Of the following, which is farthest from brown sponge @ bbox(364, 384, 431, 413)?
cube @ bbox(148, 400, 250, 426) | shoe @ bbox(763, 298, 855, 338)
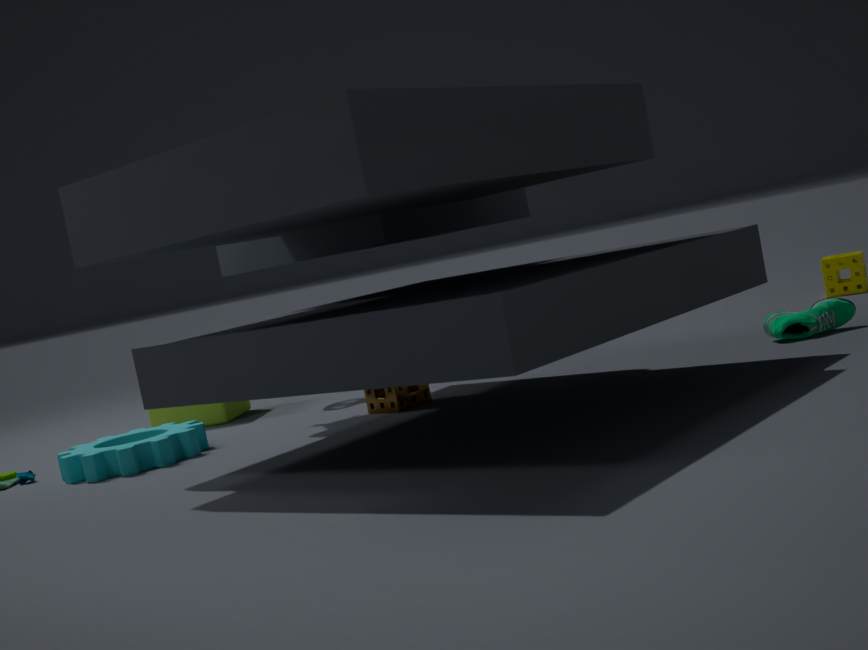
shoe @ bbox(763, 298, 855, 338)
